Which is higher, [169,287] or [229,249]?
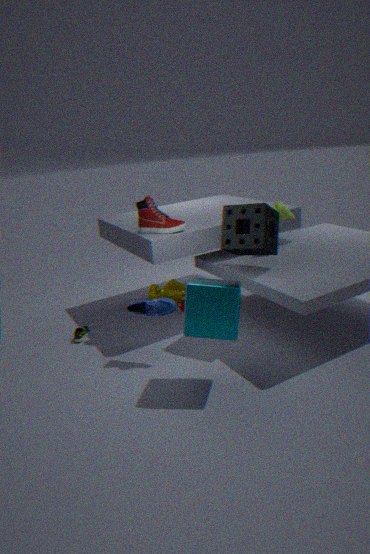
[229,249]
